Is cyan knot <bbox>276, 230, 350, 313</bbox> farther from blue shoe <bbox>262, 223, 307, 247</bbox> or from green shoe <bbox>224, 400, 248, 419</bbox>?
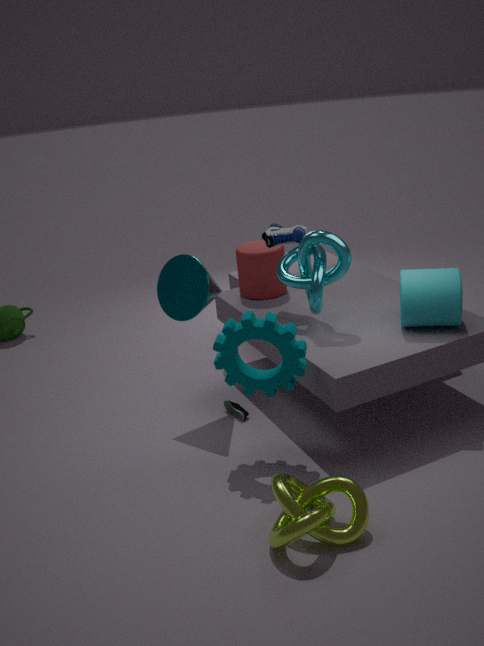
green shoe <bbox>224, 400, 248, 419</bbox>
